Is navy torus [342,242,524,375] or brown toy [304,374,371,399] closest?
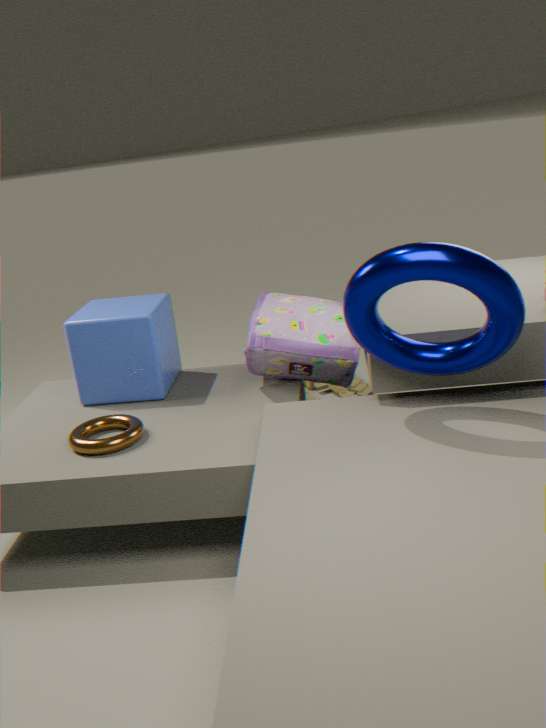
navy torus [342,242,524,375]
